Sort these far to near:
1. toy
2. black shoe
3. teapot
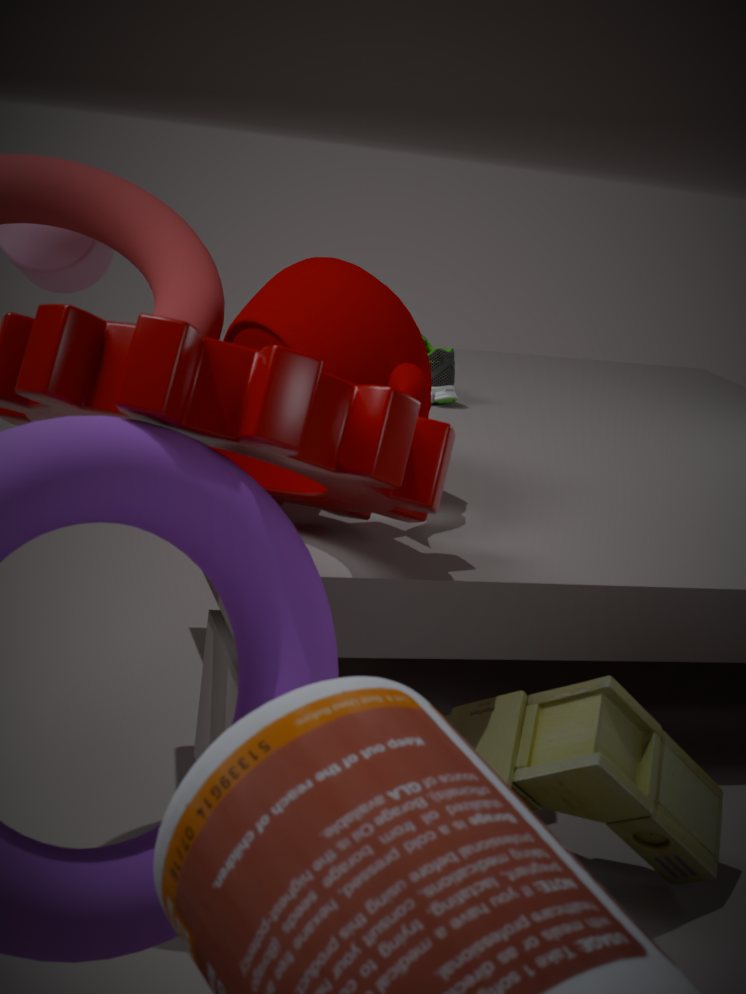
black shoe, teapot, toy
